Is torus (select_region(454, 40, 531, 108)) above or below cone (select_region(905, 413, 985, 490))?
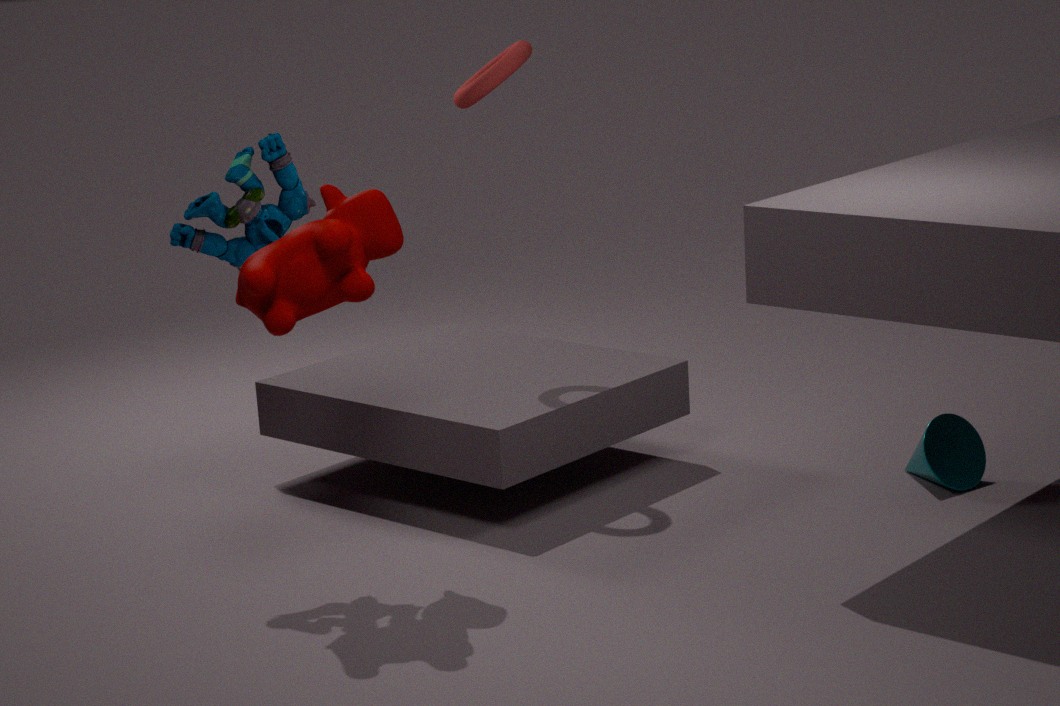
above
